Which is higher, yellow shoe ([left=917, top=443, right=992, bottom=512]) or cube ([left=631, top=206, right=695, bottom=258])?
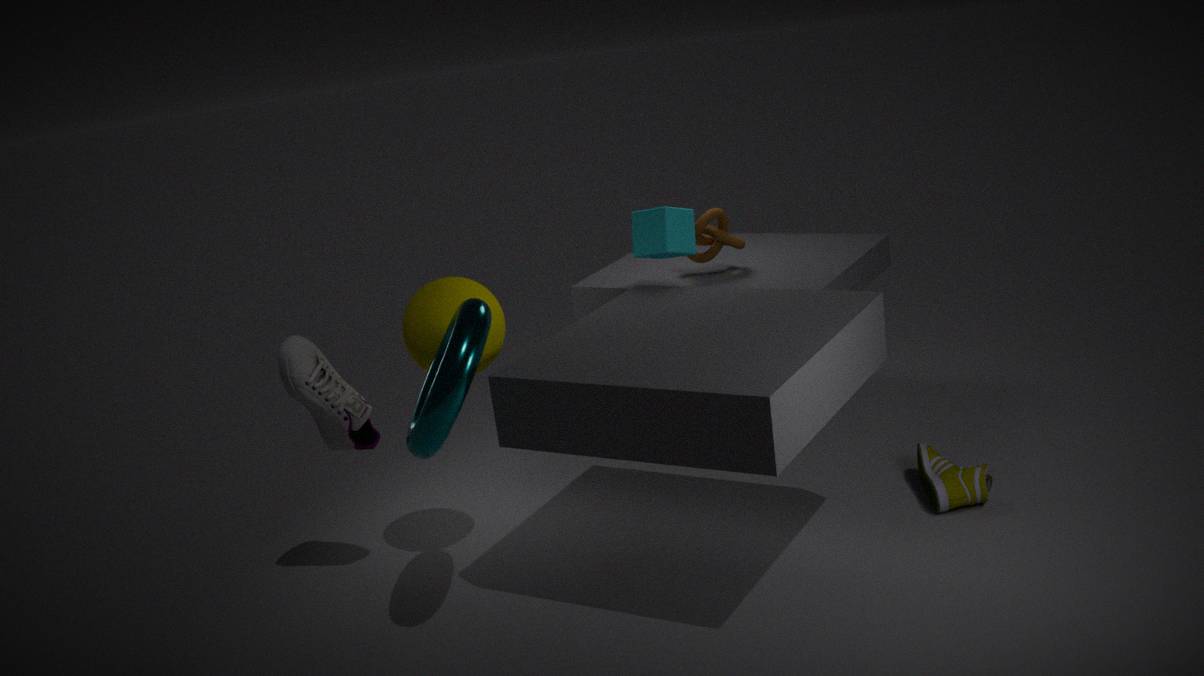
cube ([left=631, top=206, right=695, bottom=258])
